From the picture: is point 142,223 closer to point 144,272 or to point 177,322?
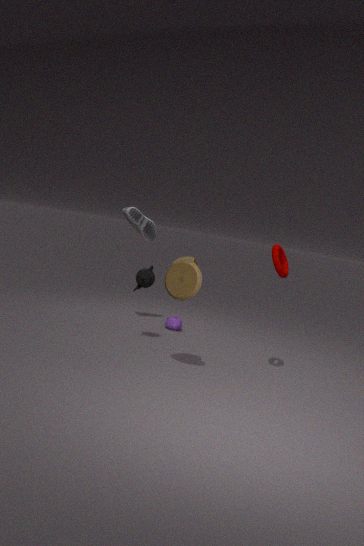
point 144,272
